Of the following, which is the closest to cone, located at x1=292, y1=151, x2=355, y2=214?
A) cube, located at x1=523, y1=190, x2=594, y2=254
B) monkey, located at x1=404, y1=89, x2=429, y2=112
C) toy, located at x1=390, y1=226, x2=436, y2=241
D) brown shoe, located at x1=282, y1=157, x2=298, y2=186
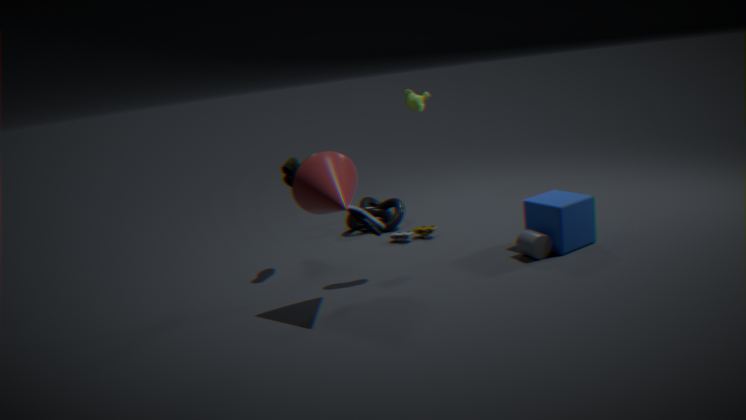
brown shoe, located at x1=282, y1=157, x2=298, y2=186
